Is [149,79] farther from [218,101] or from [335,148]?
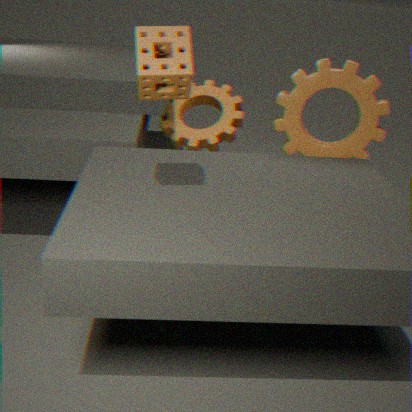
[218,101]
